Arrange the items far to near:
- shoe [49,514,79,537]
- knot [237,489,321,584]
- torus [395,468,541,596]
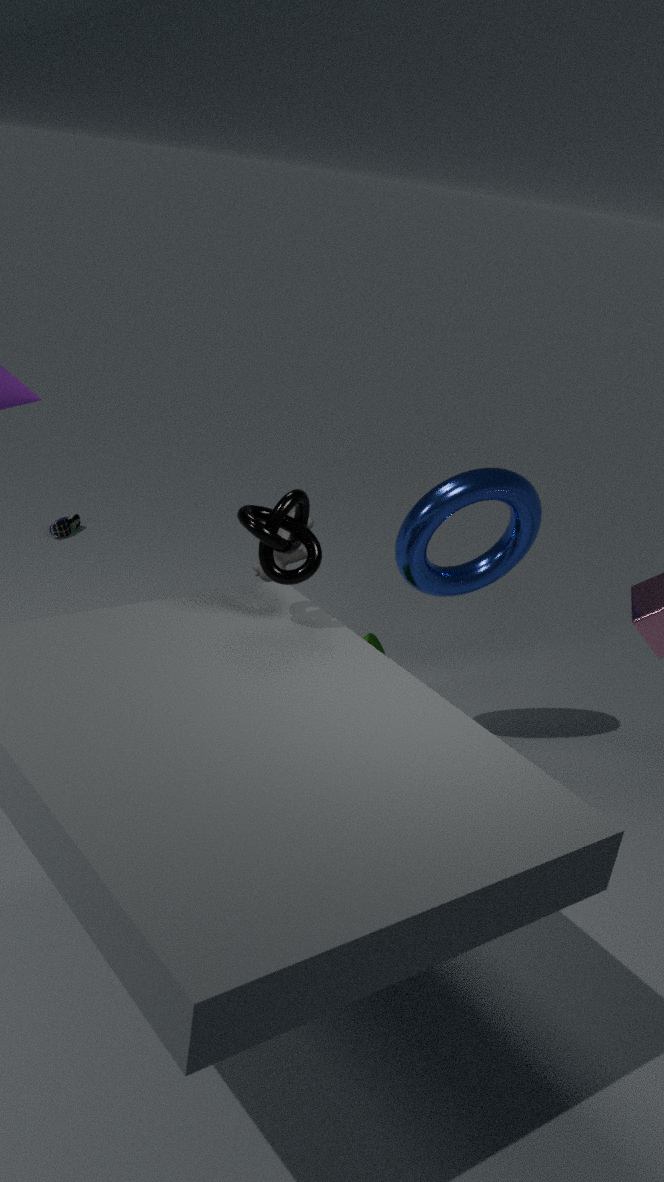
shoe [49,514,79,537] → torus [395,468,541,596] → knot [237,489,321,584]
